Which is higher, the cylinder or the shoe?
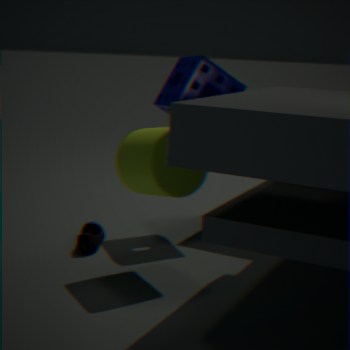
the cylinder
